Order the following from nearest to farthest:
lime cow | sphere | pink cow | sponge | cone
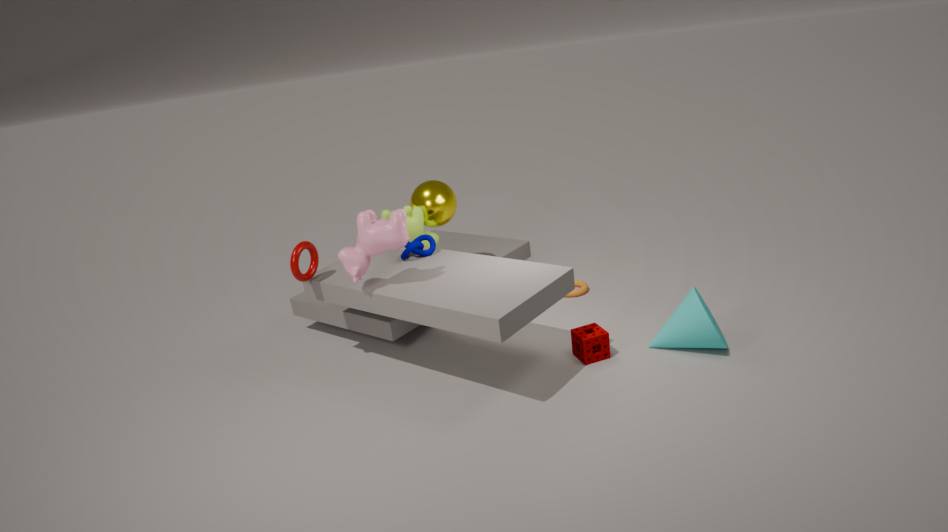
1. pink cow
2. cone
3. sponge
4. lime cow
5. sphere
